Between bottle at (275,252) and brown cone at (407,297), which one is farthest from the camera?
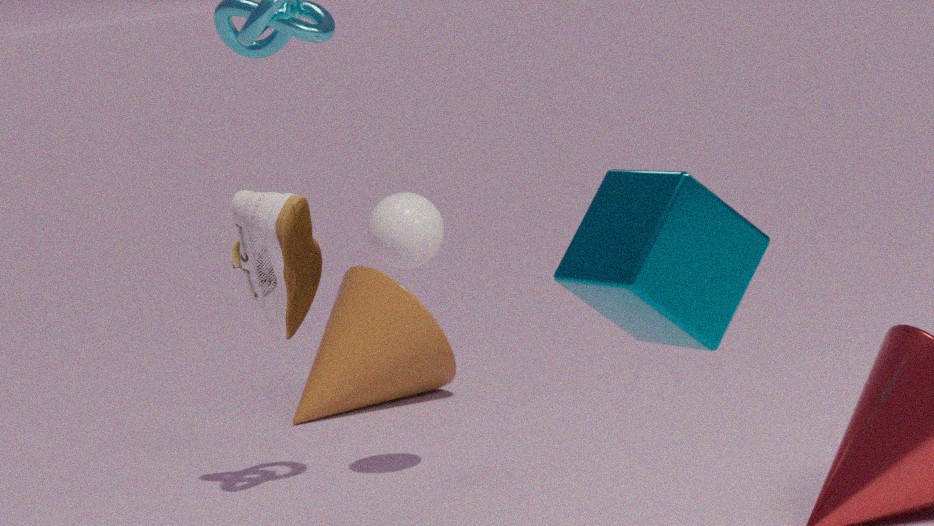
brown cone at (407,297)
